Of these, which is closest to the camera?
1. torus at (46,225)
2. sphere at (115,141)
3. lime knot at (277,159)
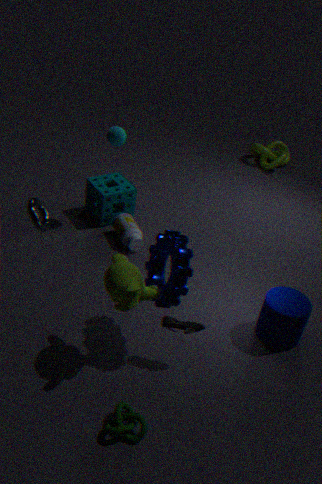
torus at (46,225)
